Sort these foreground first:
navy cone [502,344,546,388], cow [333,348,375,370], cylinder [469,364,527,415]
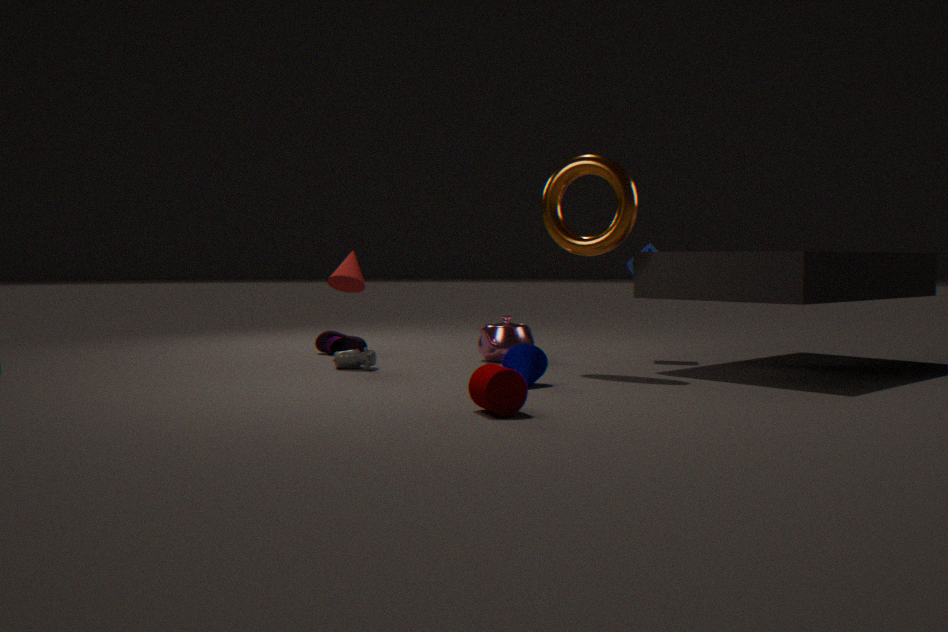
cylinder [469,364,527,415] → navy cone [502,344,546,388] → cow [333,348,375,370]
